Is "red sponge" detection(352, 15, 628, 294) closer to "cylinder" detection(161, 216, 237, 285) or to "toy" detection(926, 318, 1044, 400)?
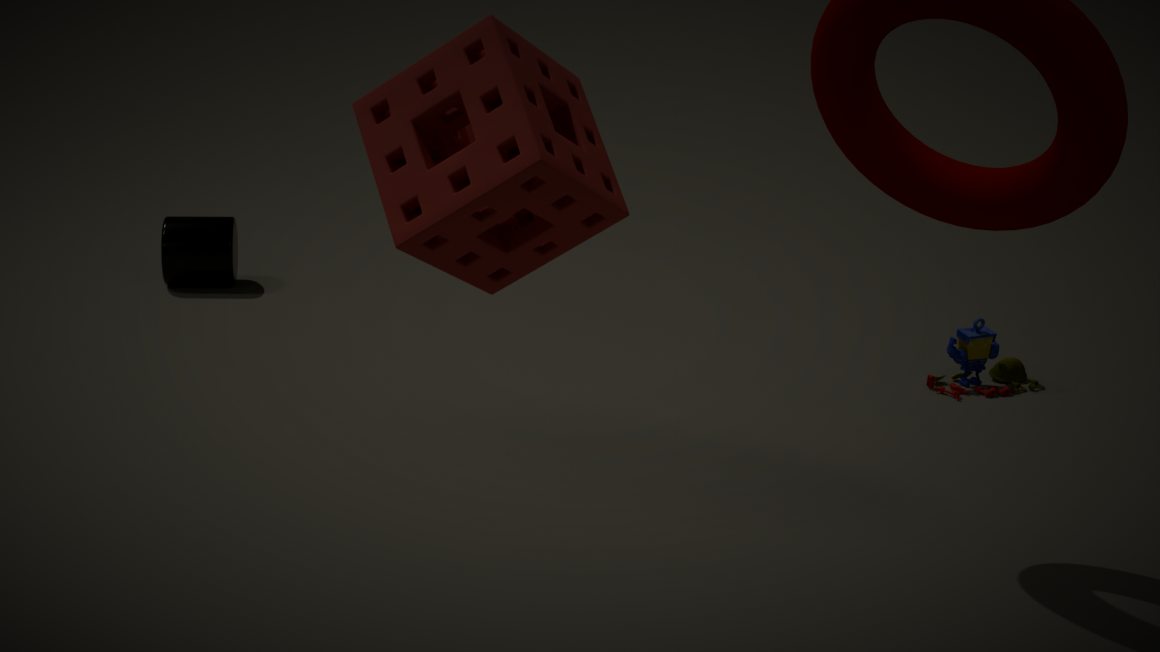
"toy" detection(926, 318, 1044, 400)
